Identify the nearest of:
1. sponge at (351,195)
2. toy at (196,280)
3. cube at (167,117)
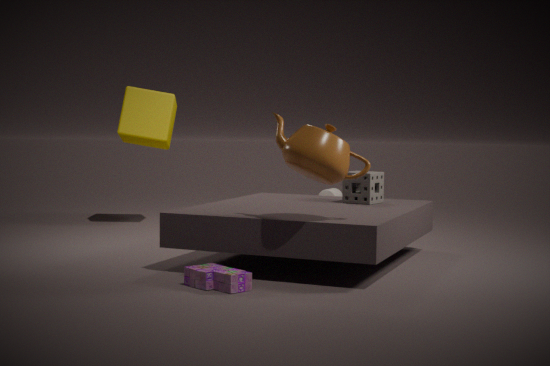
toy at (196,280)
